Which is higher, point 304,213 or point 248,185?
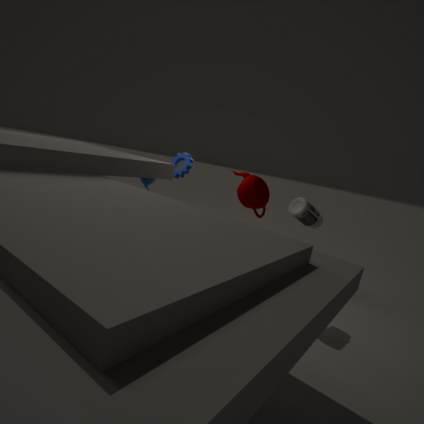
point 248,185
